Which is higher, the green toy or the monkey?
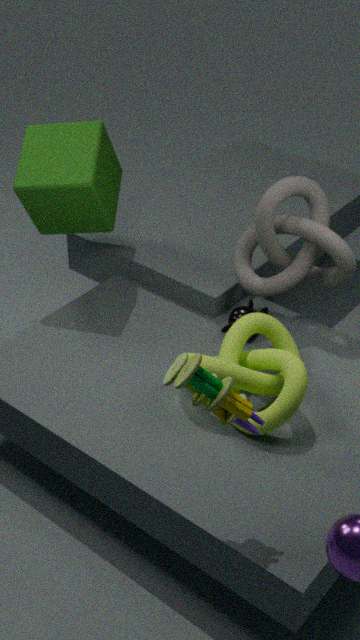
the green toy
